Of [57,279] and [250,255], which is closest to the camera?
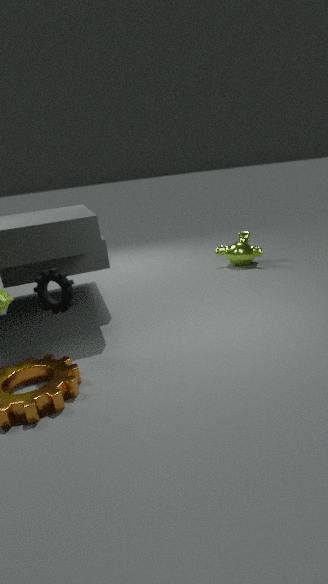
[57,279]
